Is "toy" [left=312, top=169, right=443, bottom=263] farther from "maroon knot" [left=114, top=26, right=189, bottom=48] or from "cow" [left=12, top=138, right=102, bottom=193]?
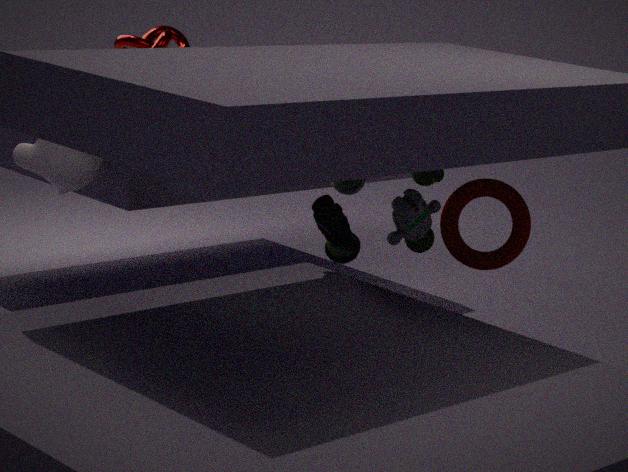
"maroon knot" [left=114, top=26, right=189, bottom=48]
